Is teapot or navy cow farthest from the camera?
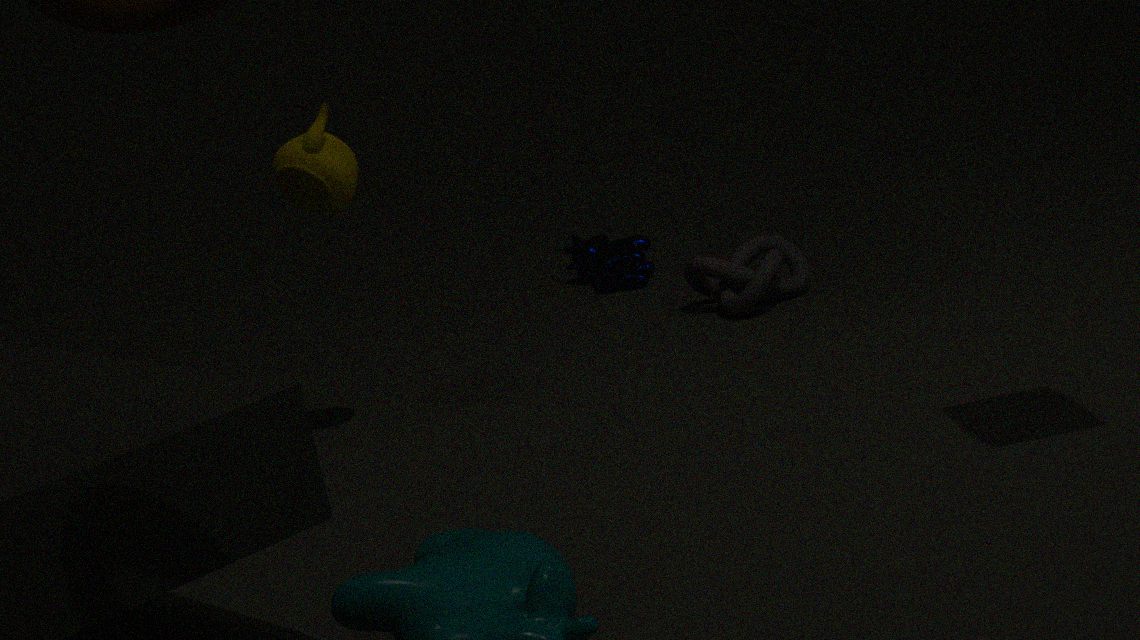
navy cow
